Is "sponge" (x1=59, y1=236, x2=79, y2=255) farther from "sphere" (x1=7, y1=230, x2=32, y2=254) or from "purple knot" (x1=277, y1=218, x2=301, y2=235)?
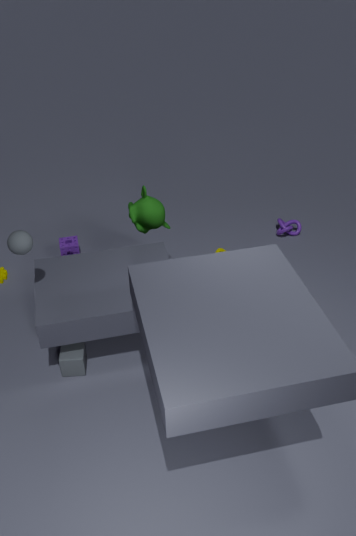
"purple knot" (x1=277, y1=218, x2=301, y2=235)
